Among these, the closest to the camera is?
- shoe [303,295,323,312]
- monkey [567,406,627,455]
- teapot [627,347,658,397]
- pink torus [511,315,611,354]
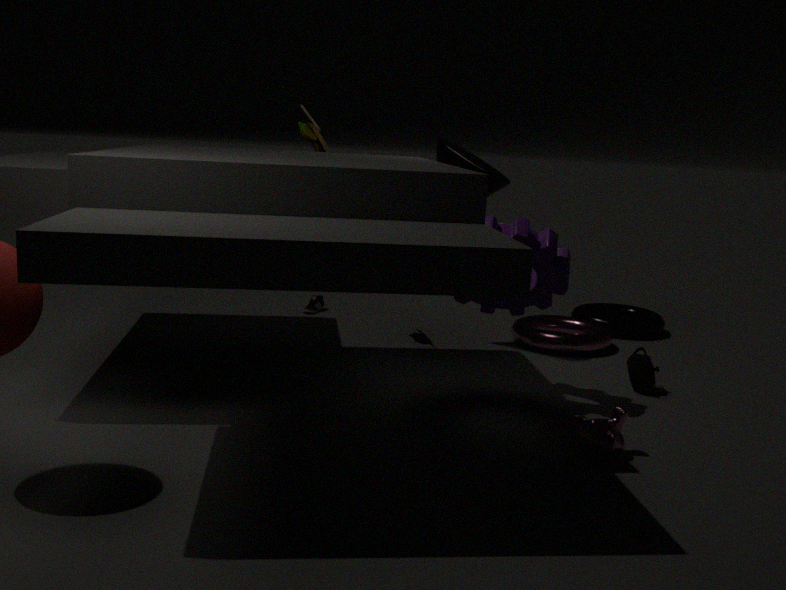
monkey [567,406,627,455]
